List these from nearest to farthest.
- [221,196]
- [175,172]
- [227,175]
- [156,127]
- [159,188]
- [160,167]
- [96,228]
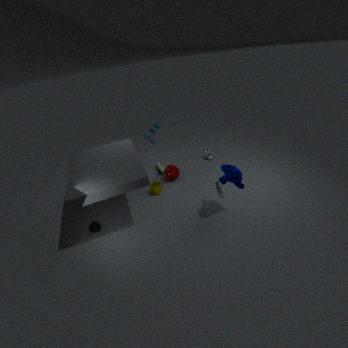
[227,175] < [221,196] < [96,228] < [156,127] < [159,188] < [175,172] < [160,167]
